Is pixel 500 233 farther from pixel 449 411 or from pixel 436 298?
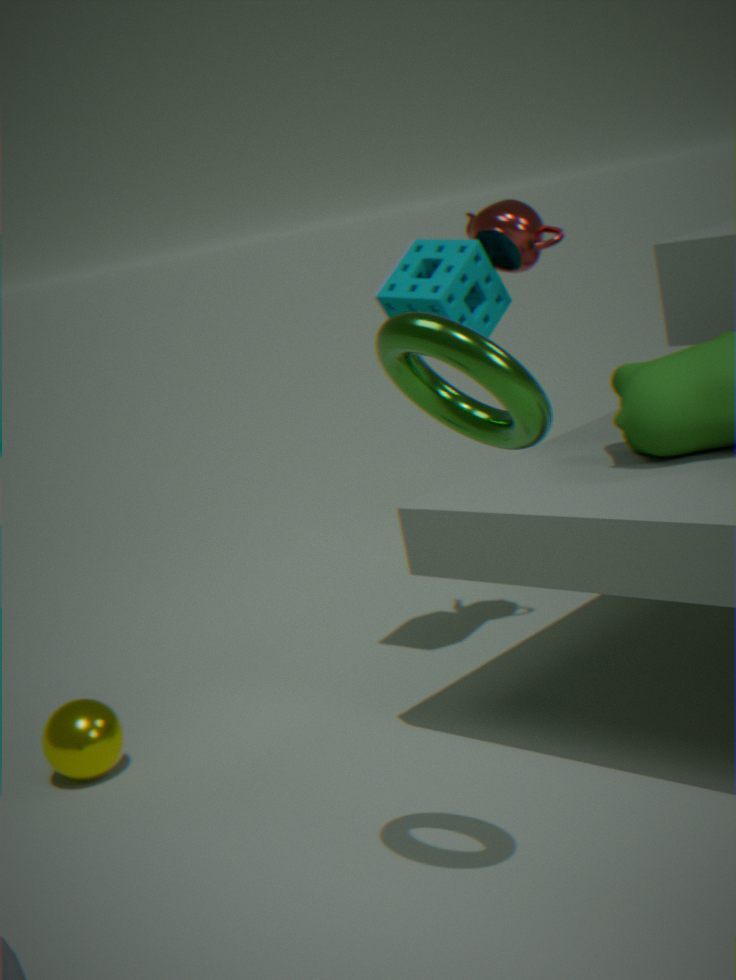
pixel 449 411
